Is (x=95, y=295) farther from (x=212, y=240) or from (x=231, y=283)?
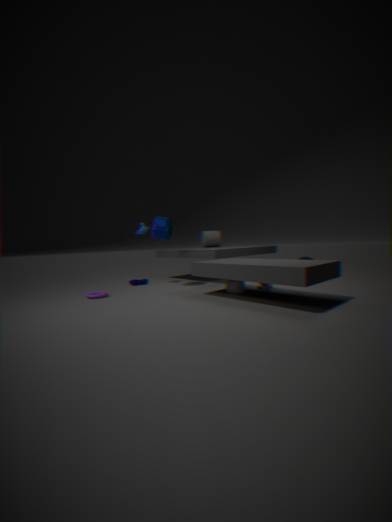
(x=212, y=240)
